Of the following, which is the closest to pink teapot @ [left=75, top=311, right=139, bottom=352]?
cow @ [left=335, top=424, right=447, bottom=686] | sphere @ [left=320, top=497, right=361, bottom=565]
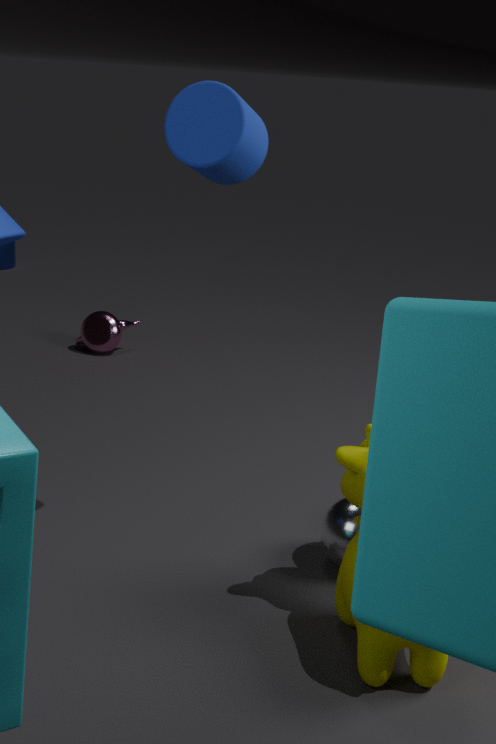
sphere @ [left=320, top=497, right=361, bottom=565]
